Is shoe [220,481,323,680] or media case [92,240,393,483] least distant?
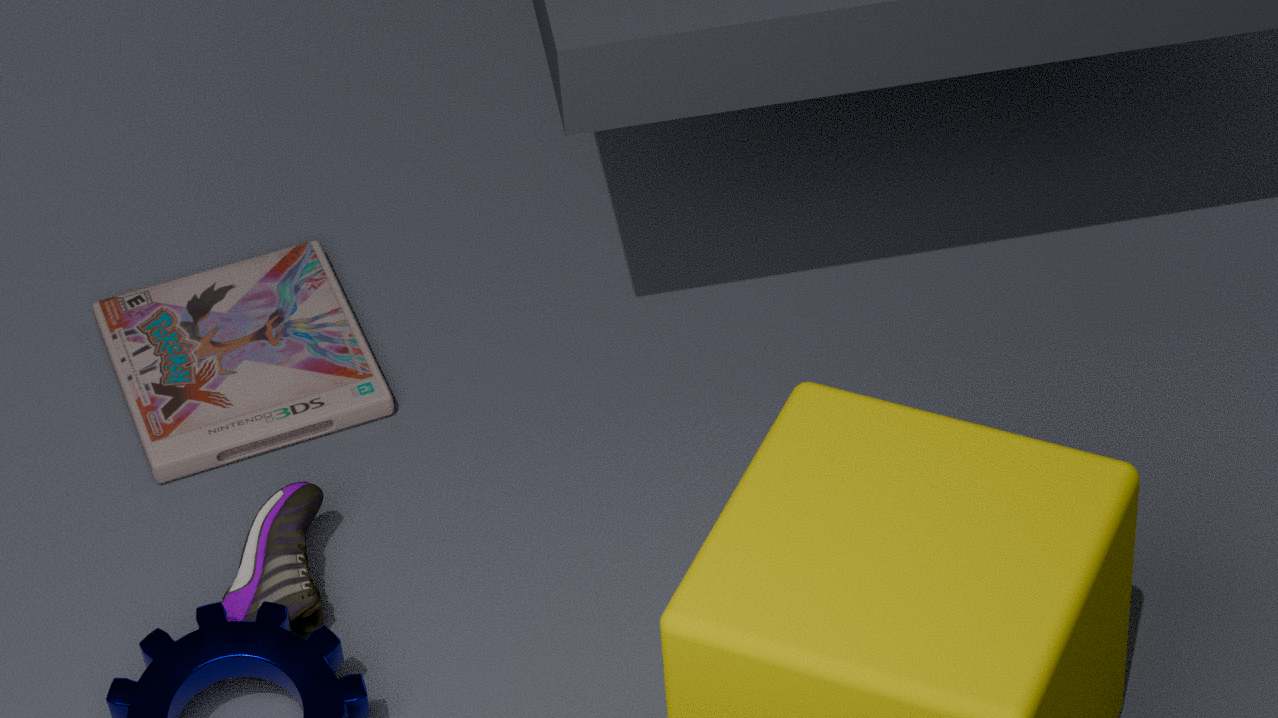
shoe [220,481,323,680]
